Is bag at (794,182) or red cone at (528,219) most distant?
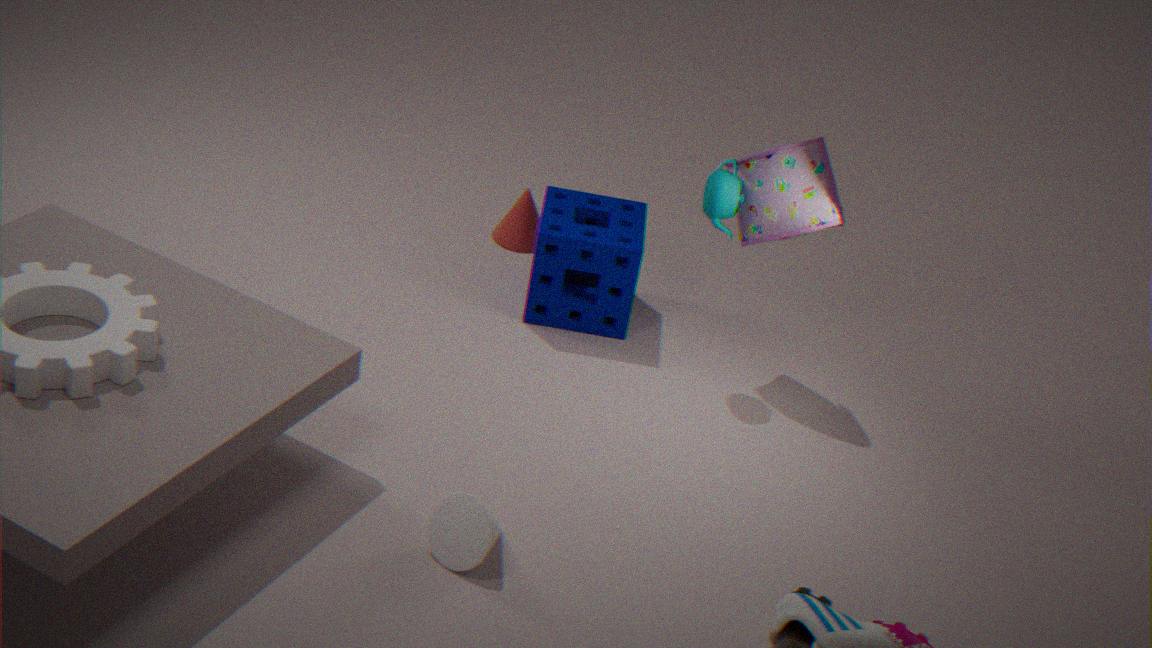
red cone at (528,219)
